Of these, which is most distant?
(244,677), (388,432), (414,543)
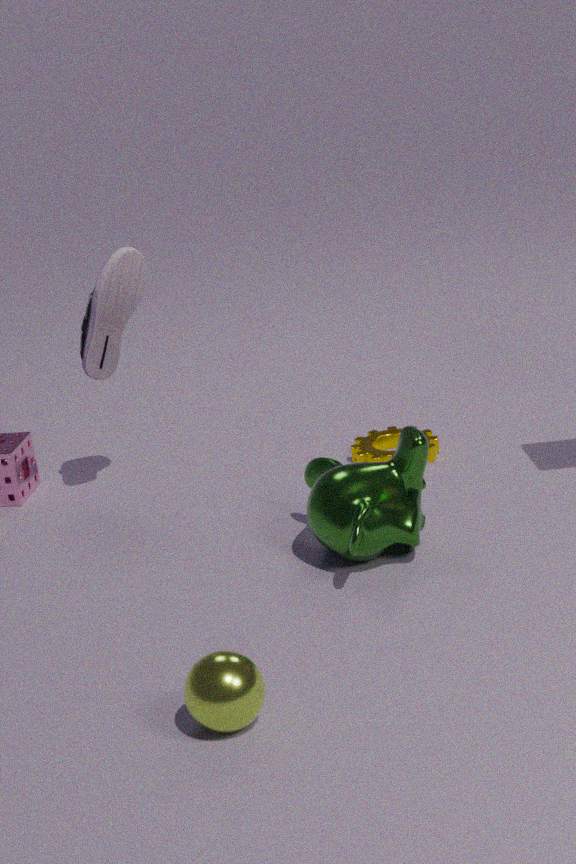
(388,432)
